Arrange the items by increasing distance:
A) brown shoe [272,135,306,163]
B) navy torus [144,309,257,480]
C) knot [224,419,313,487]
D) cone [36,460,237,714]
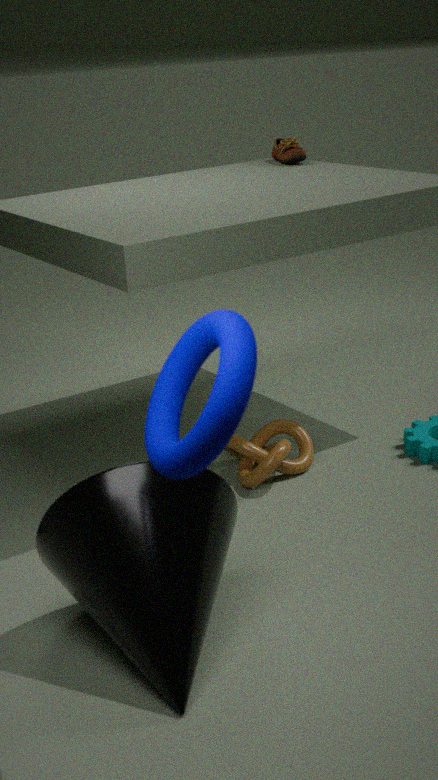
navy torus [144,309,257,480]
cone [36,460,237,714]
knot [224,419,313,487]
brown shoe [272,135,306,163]
